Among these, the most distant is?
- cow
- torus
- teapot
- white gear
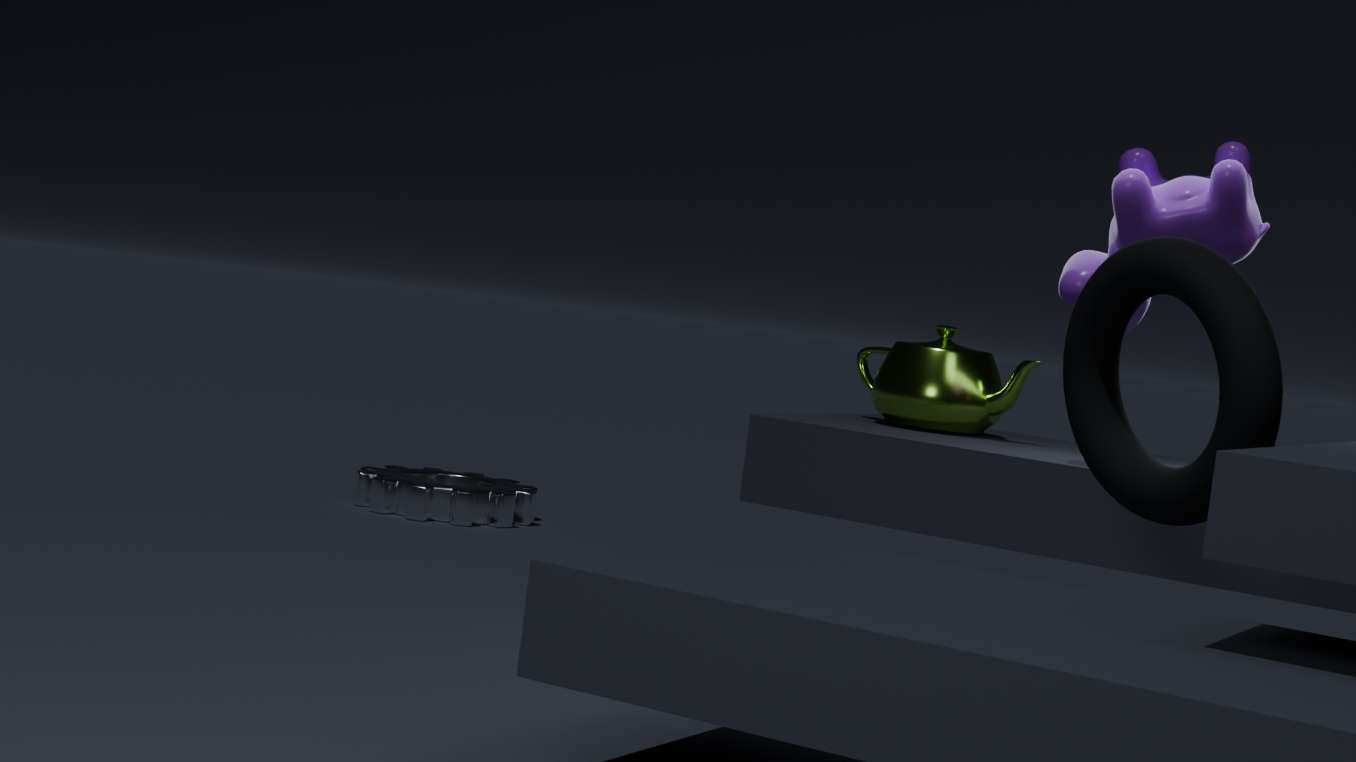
white gear
